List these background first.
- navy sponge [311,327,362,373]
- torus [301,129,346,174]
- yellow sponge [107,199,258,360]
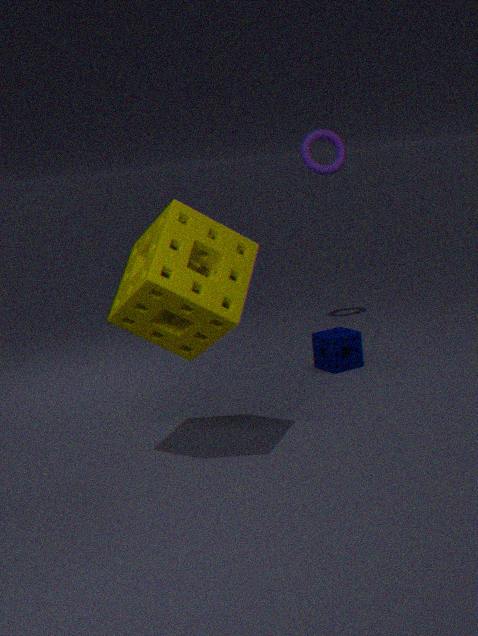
1. torus [301,129,346,174]
2. navy sponge [311,327,362,373]
3. yellow sponge [107,199,258,360]
